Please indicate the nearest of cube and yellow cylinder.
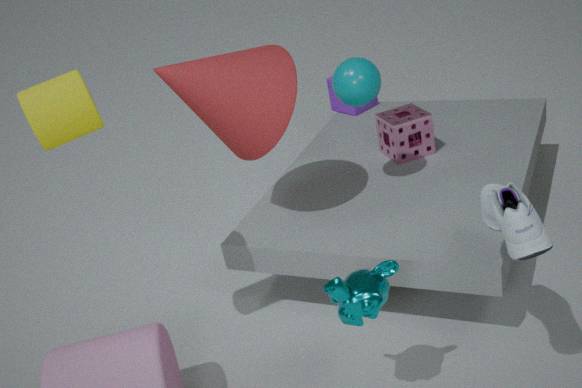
yellow cylinder
